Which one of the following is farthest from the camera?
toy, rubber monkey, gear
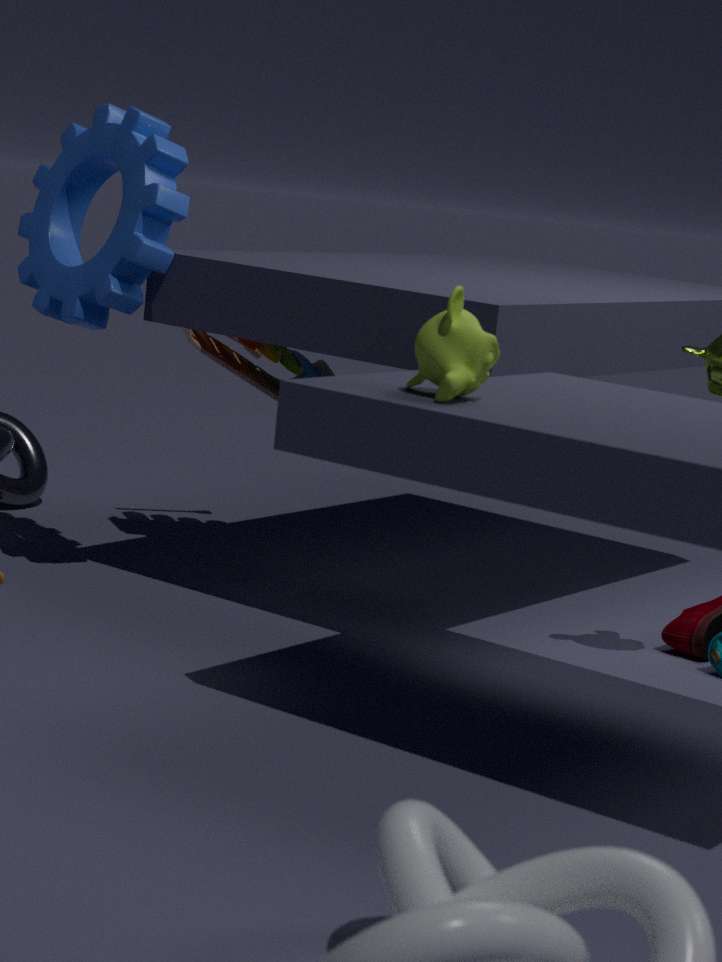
toy
